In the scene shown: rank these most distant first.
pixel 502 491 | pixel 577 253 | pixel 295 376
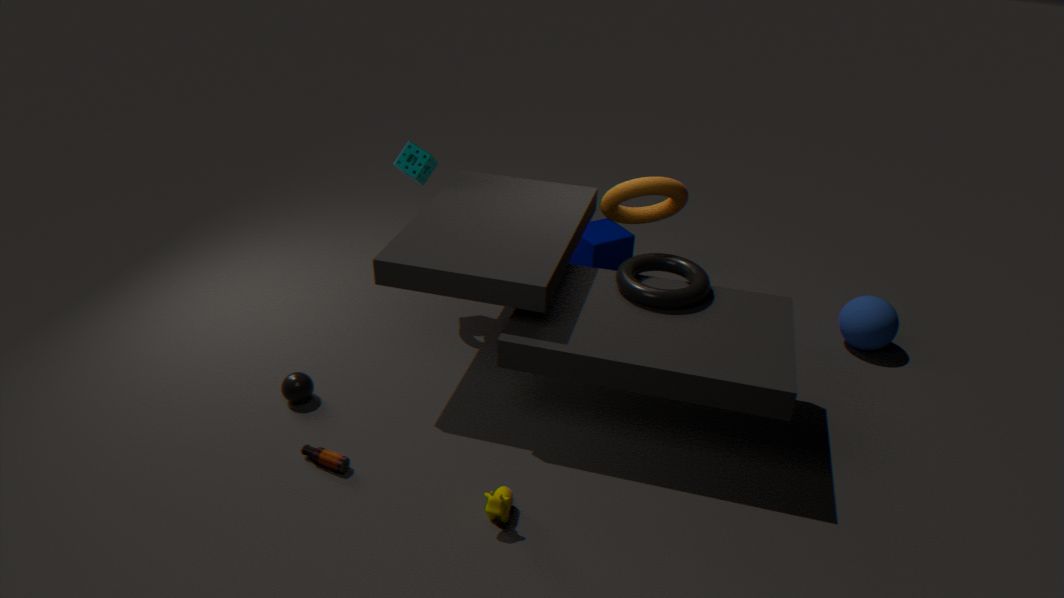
pixel 577 253
pixel 295 376
pixel 502 491
